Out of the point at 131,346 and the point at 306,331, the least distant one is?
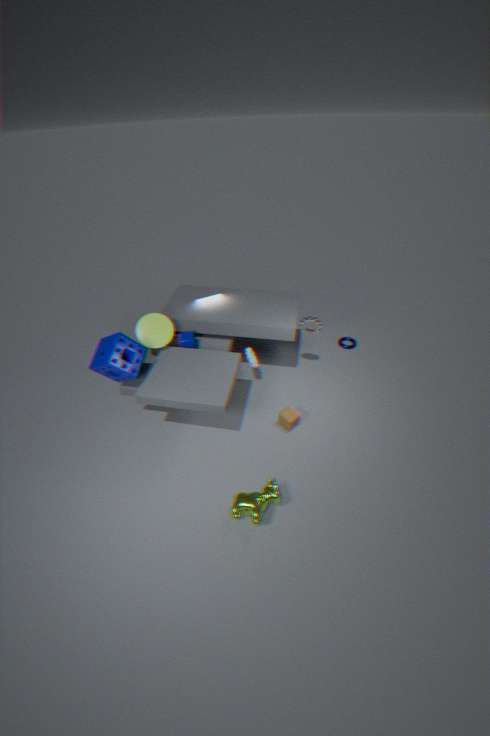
the point at 131,346
